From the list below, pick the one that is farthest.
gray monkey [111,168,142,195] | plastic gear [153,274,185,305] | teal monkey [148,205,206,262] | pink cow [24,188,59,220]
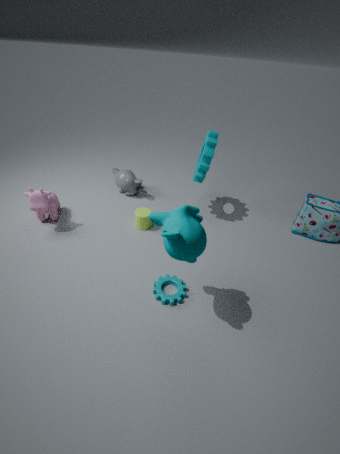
gray monkey [111,168,142,195]
